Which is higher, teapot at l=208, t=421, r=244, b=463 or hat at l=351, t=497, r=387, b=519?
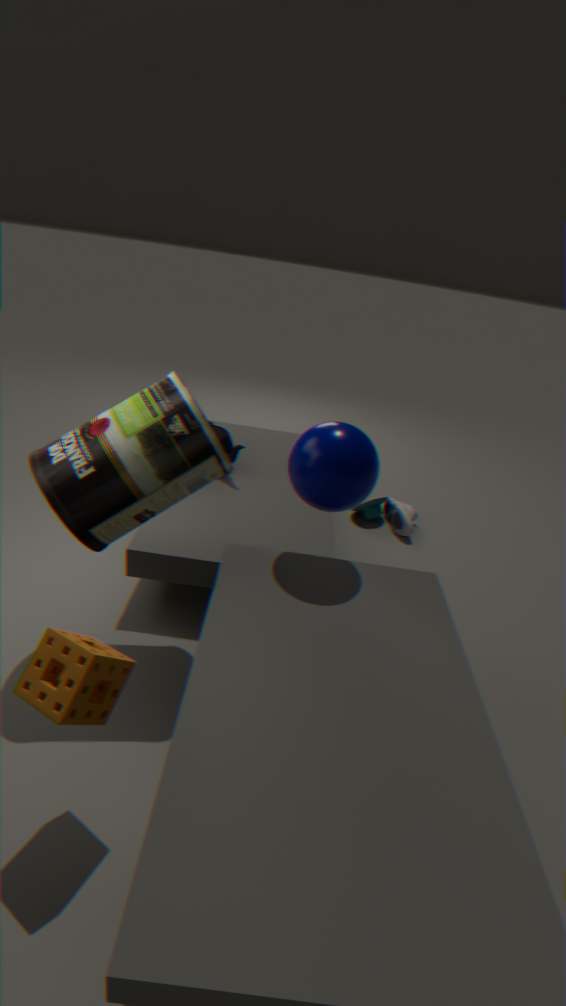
teapot at l=208, t=421, r=244, b=463
